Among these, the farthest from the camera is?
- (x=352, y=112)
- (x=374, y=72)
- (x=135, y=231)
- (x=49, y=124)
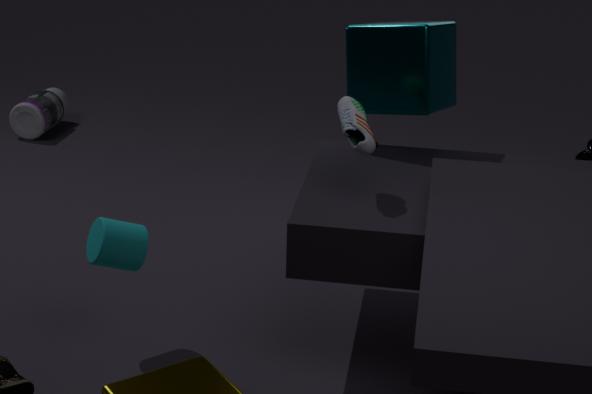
(x=49, y=124)
